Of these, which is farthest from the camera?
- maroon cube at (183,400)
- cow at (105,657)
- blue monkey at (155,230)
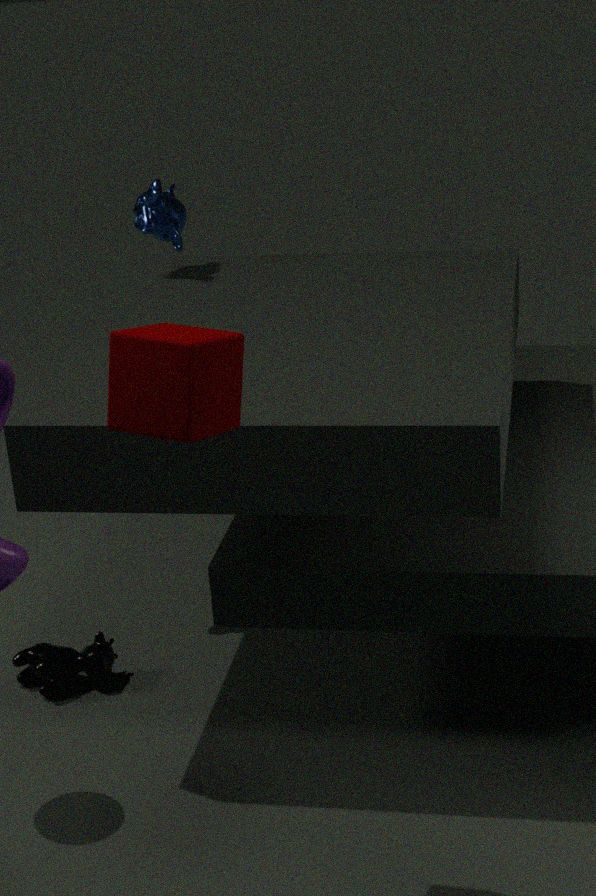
blue monkey at (155,230)
